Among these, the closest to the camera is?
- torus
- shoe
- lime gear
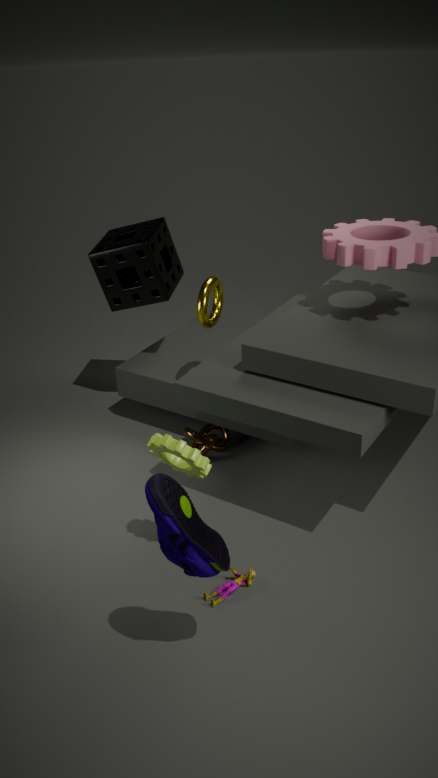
shoe
